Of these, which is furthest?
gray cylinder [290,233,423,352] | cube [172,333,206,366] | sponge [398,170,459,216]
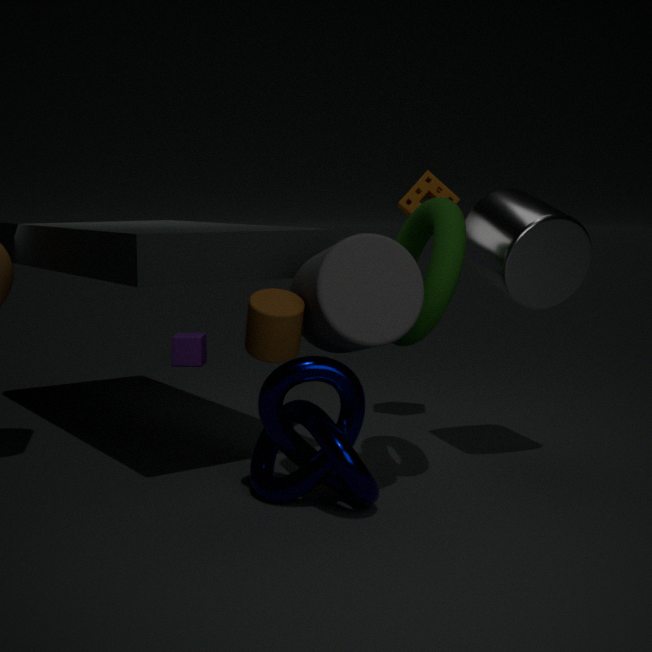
cube [172,333,206,366]
